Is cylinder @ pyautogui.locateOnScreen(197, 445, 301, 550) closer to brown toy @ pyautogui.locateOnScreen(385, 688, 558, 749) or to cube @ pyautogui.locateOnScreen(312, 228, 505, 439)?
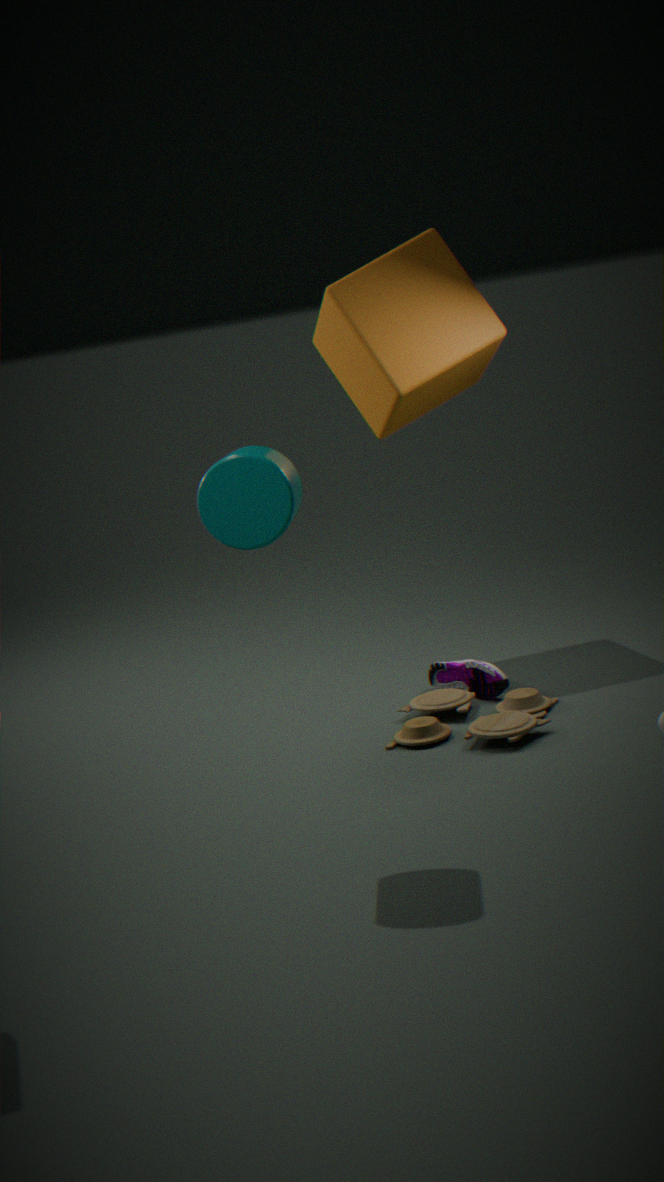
brown toy @ pyautogui.locateOnScreen(385, 688, 558, 749)
